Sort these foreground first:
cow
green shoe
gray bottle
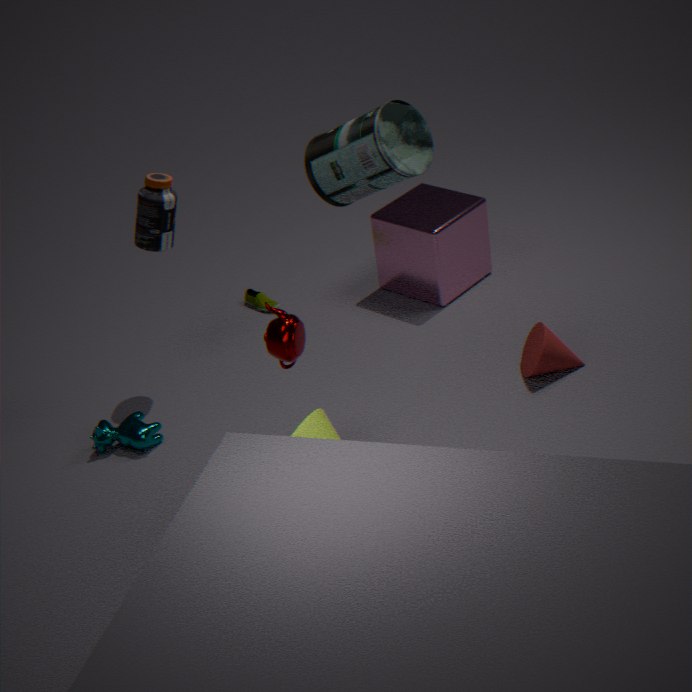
1. gray bottle
2. cow
3. green shoe
